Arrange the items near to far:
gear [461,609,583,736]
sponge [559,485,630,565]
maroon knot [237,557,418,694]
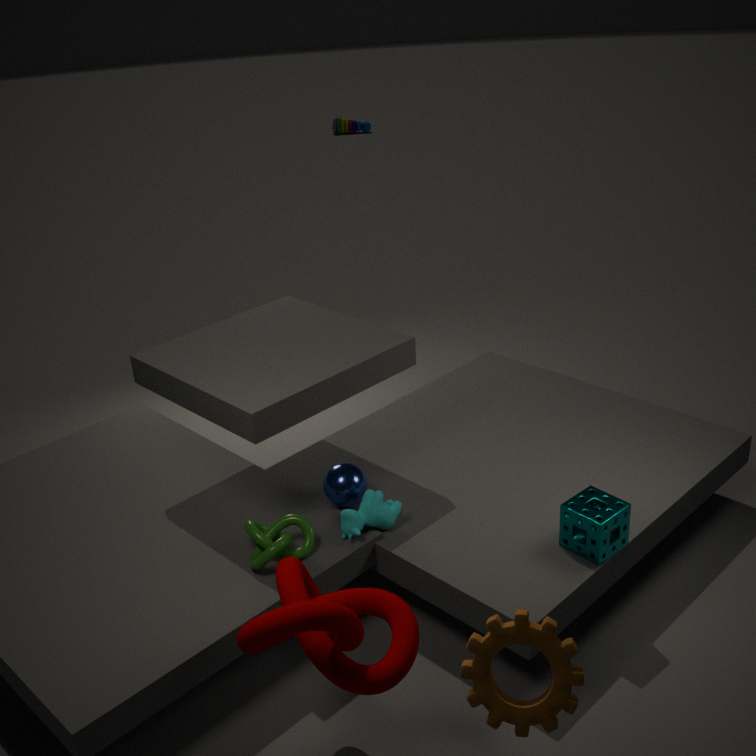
gear [461,609,583,736]
maroon knot [237,557,418,694]
sponge [559,485,630,565]
